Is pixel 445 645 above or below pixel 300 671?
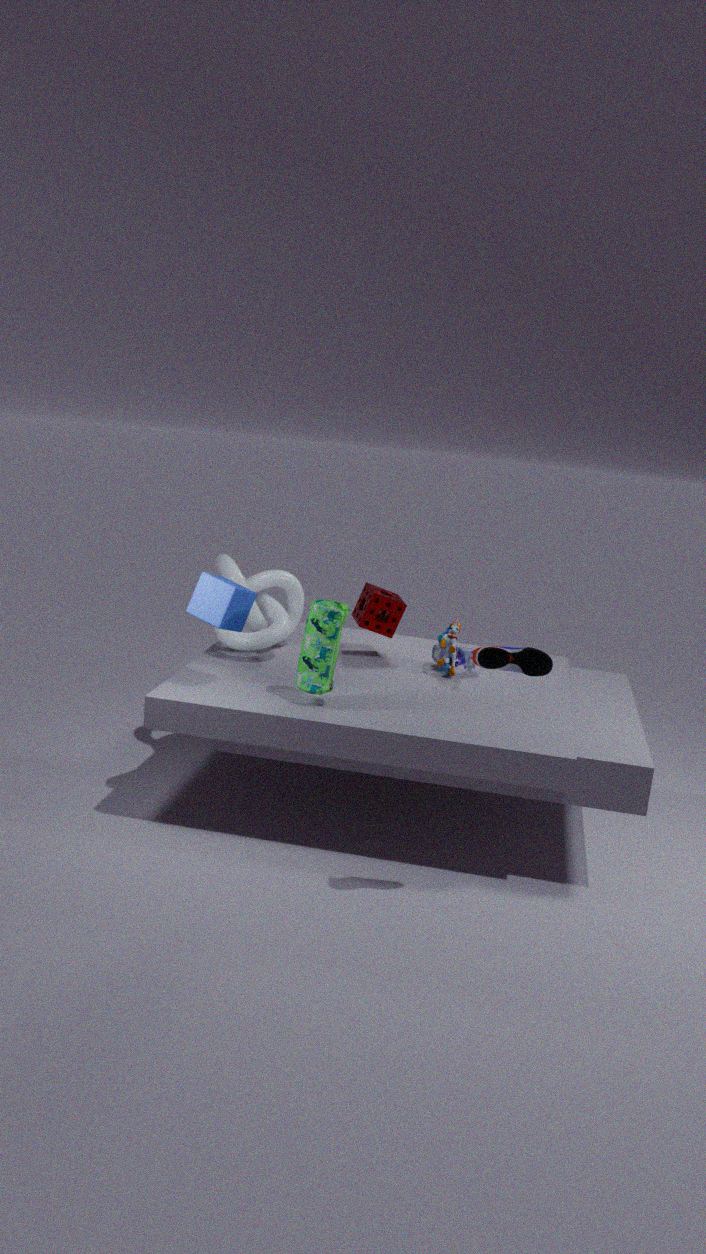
below
